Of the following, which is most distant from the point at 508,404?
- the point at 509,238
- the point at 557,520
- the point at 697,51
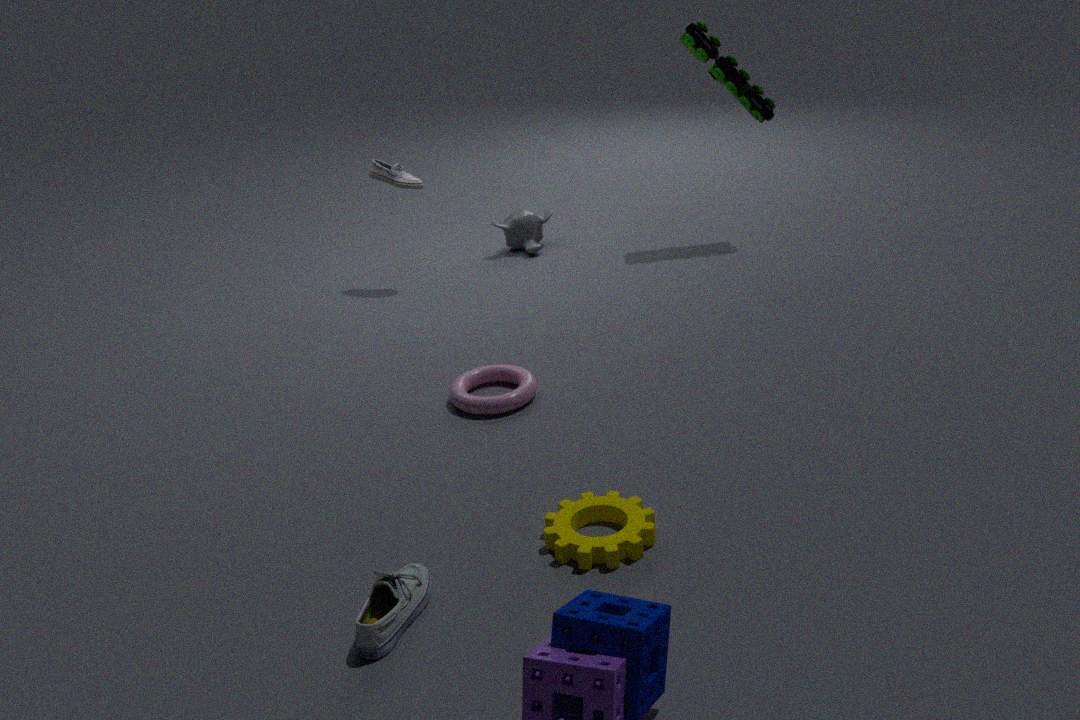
the point at 697,51
